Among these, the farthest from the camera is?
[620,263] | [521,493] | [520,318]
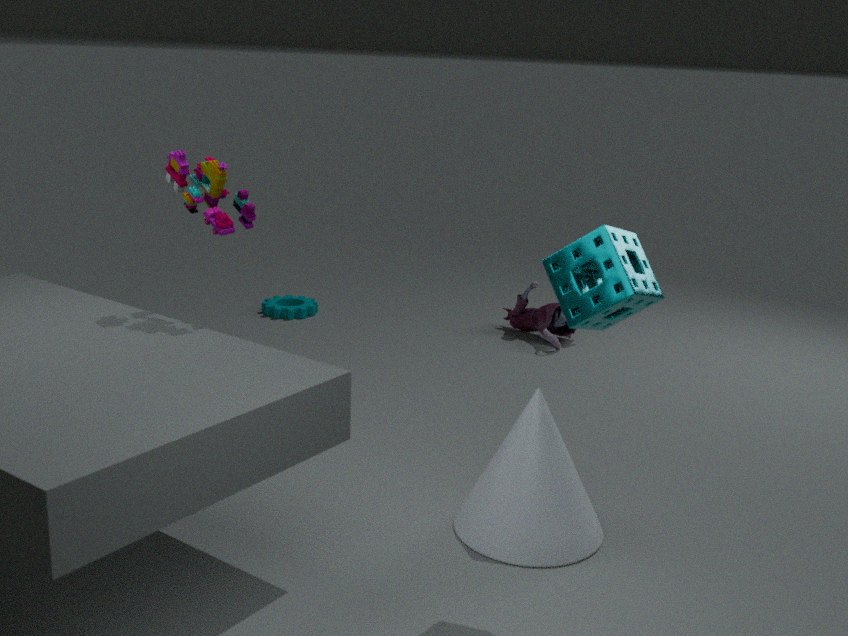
[520,318]
